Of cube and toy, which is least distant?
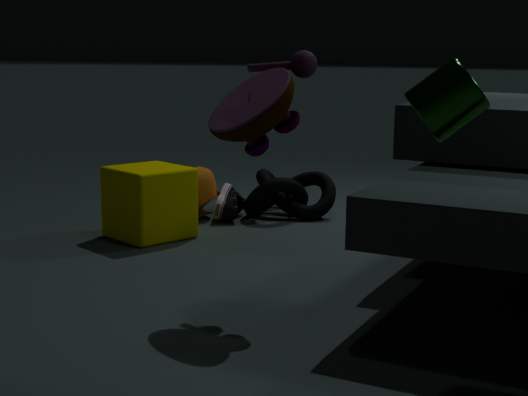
toy
